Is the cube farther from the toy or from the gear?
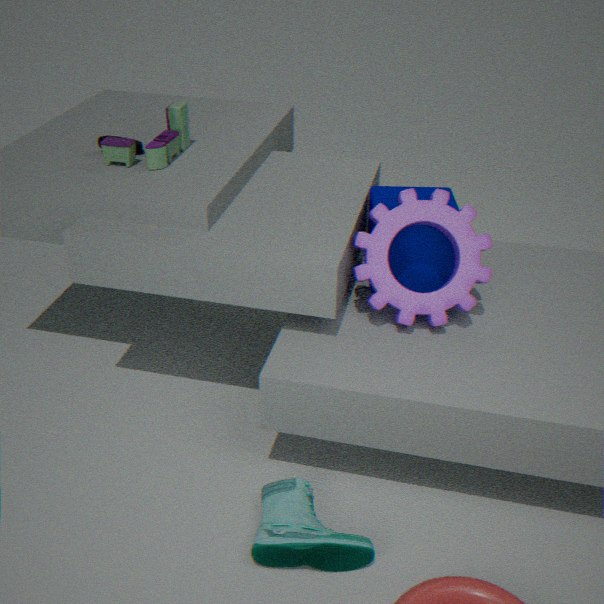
the toy
